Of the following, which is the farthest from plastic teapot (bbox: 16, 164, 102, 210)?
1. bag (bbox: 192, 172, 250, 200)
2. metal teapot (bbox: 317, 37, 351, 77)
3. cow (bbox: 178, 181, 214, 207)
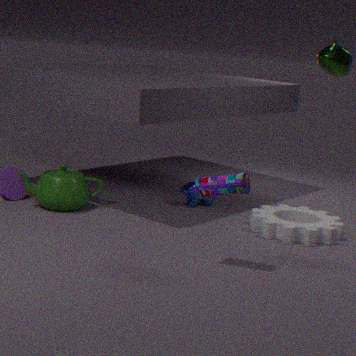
metal teapot (bbox: 317, 37, 351, 77)
